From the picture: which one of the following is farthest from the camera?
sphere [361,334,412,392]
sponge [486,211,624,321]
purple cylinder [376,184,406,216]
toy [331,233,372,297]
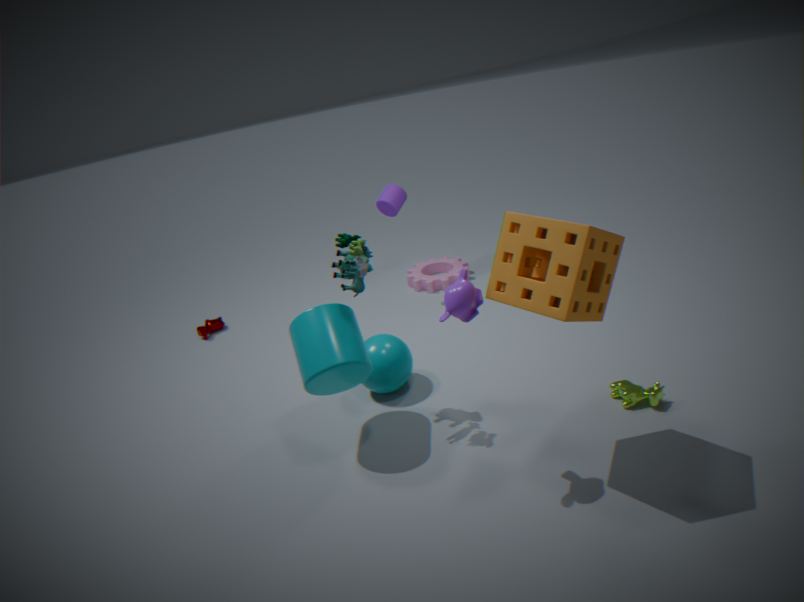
purple cylinder [376,184,406,216]
